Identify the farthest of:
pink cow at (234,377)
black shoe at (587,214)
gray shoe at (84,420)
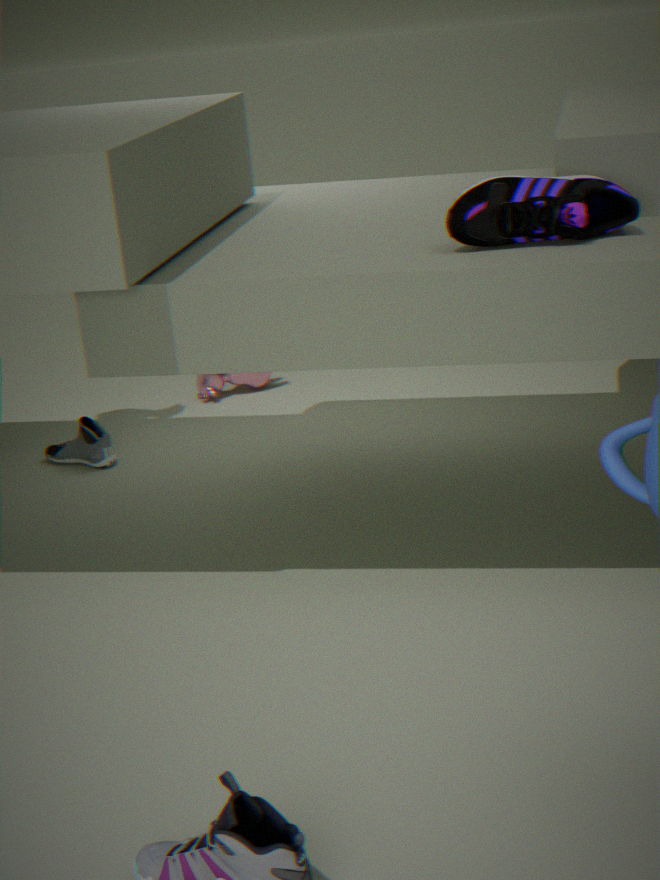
pink cow at (234,377)
